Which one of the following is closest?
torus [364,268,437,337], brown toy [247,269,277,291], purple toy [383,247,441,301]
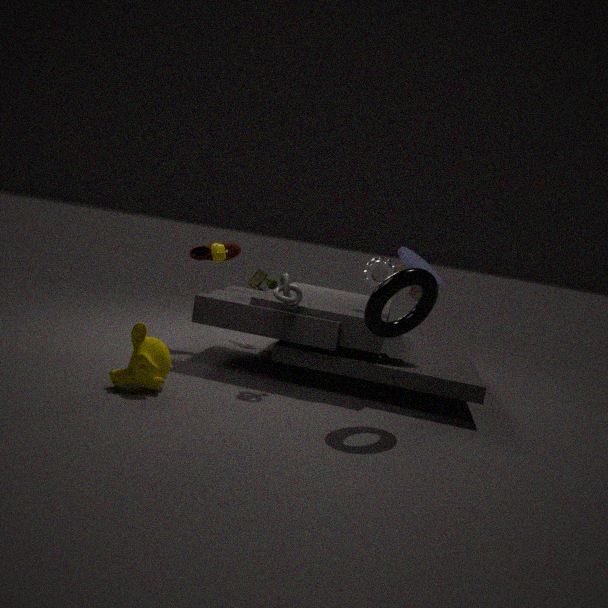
torus [364,268,437,337]
